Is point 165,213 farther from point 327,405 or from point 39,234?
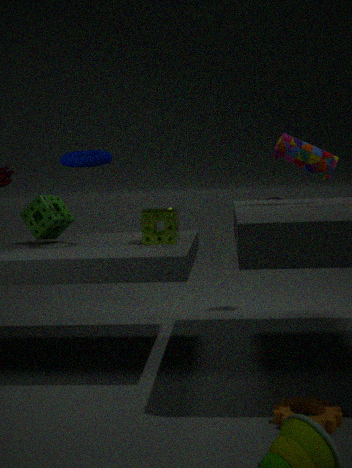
point 327,405
